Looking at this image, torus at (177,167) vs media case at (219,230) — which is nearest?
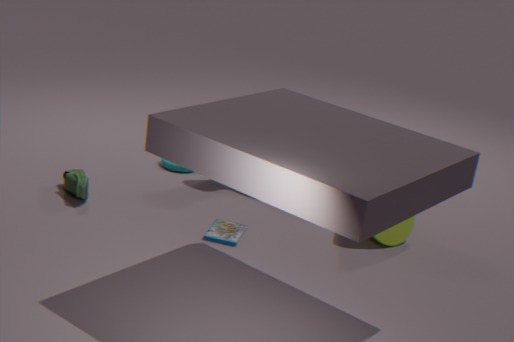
media case at (219,230)
